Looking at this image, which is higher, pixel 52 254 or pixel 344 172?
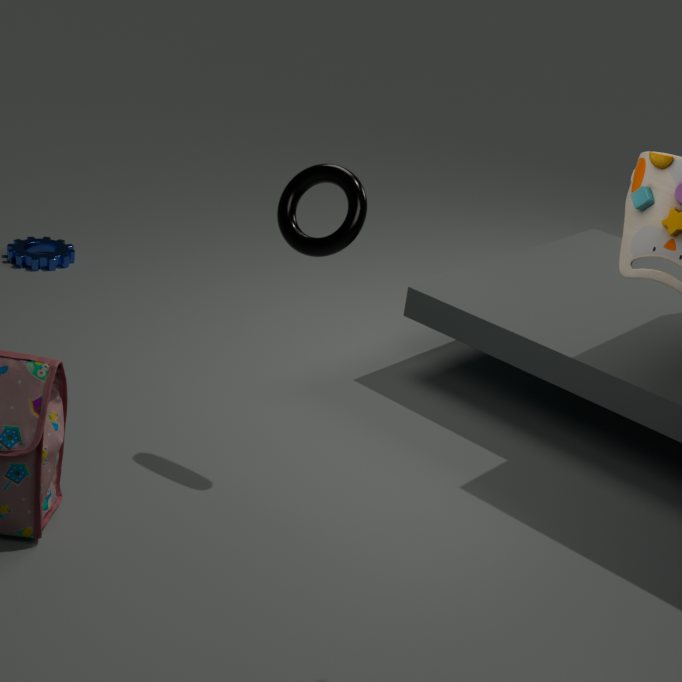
pixel 344 172
